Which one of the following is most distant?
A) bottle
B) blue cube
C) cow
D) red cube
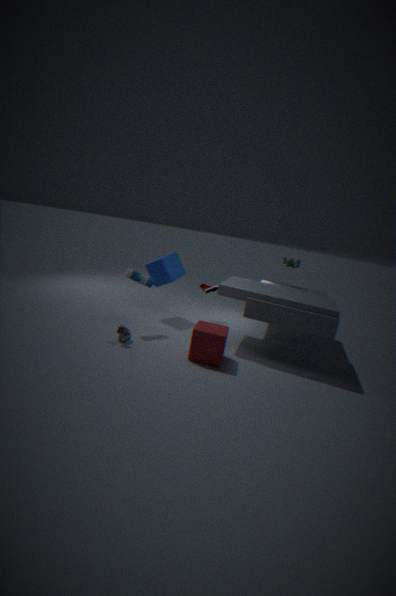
blue cube
